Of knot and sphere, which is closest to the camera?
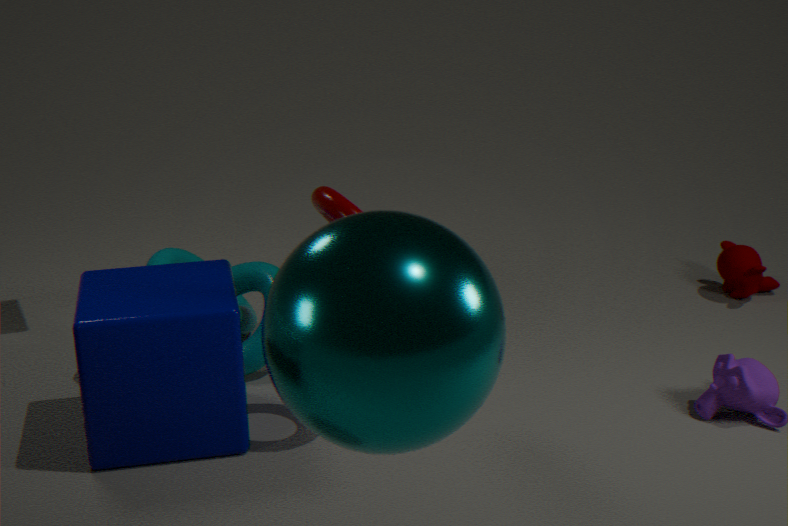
sphere
